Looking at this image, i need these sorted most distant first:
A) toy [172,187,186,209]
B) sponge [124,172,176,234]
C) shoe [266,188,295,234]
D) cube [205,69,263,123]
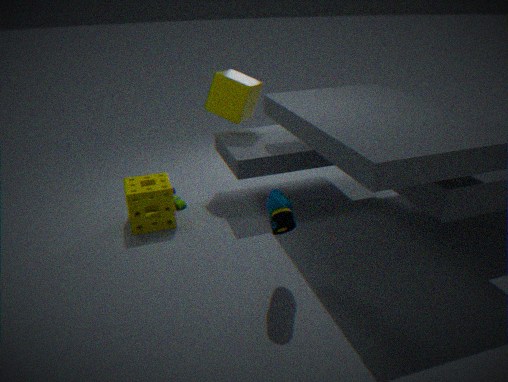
toy [172,187,186,209], cube [205,69,263,123], sponge [124,172,176,234], shoe [266,188,295,234]
